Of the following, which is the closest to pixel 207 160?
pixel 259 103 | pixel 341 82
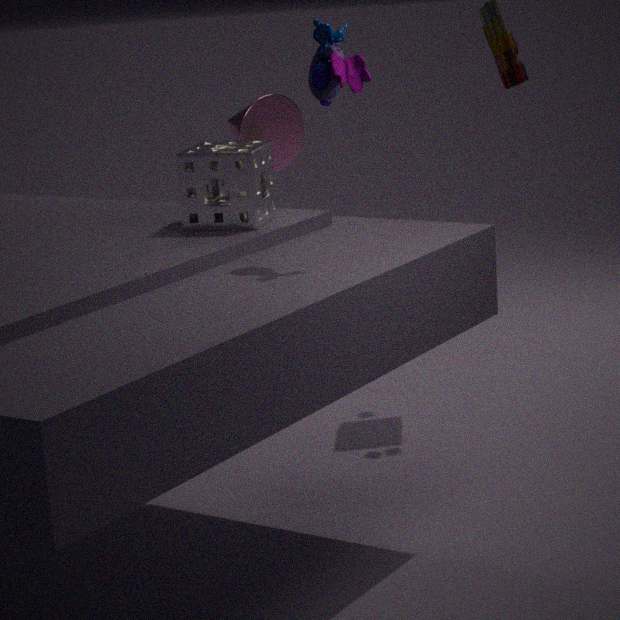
pixel 341 82
